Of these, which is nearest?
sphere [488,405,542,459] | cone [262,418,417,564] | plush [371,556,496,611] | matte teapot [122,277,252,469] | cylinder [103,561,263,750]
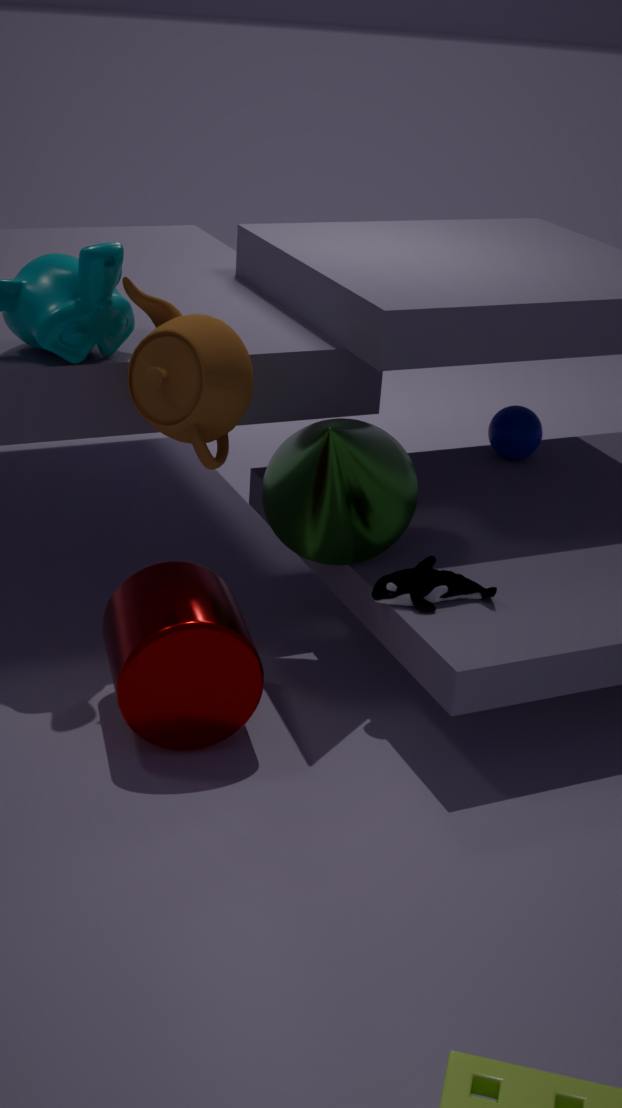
cylinder [103,561,263,750]
